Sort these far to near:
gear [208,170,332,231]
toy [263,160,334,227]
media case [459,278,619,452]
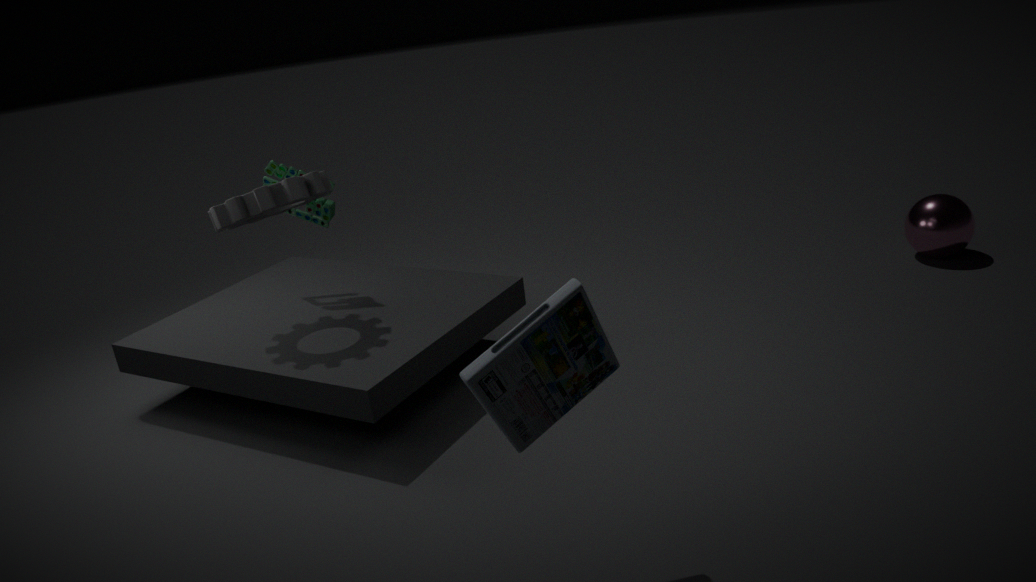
toy [263,160,334,227]
gear [208,170,332,231]
media case [459,278,619,452]
